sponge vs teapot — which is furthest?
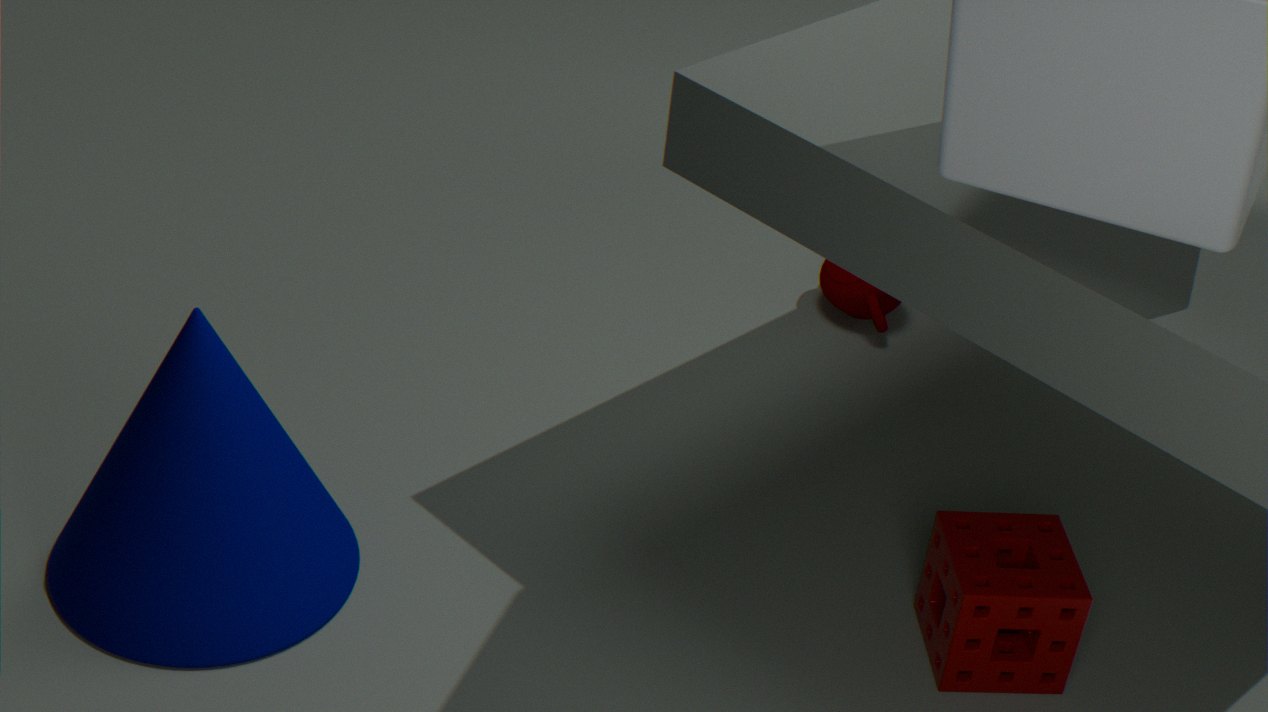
teapot
